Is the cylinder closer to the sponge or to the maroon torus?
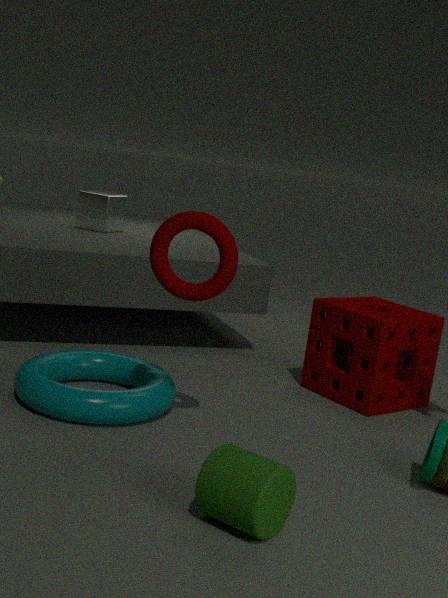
the maroon torus
